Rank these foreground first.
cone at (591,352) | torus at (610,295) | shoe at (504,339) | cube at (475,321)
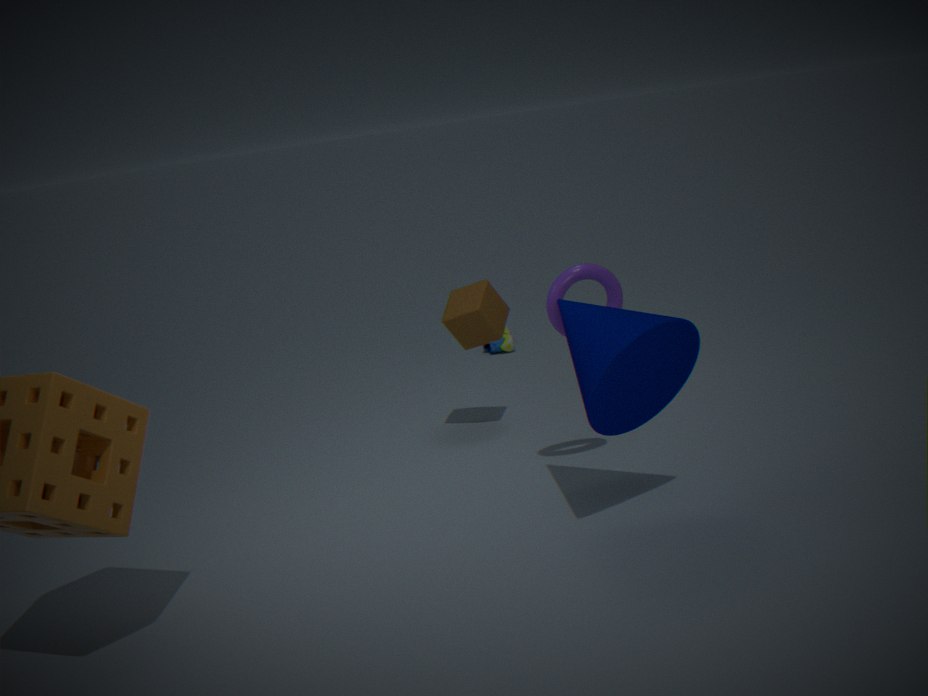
cone at (591,352) → torus at (610,295) → cube at (475,321) → shoe at (504,339)
